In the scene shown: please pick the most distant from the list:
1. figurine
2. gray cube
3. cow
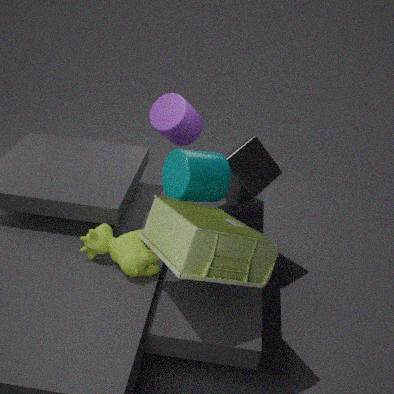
gray cube
